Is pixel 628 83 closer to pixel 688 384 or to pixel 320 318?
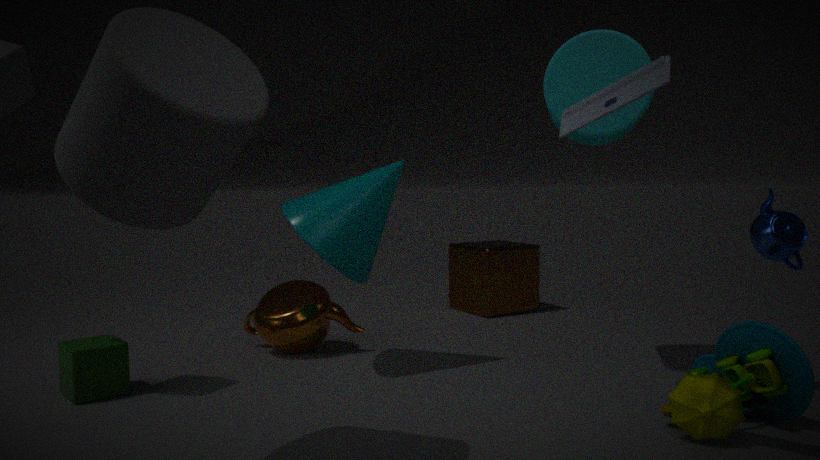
pixel 688 384
